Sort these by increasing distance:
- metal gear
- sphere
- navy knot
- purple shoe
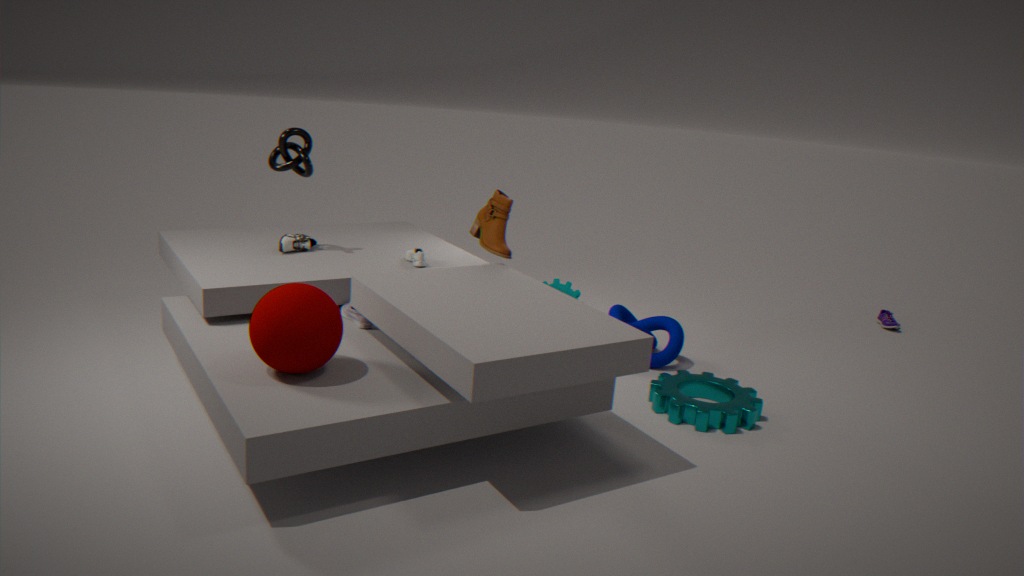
sphere < metal gear < navy knot < purple shoe
